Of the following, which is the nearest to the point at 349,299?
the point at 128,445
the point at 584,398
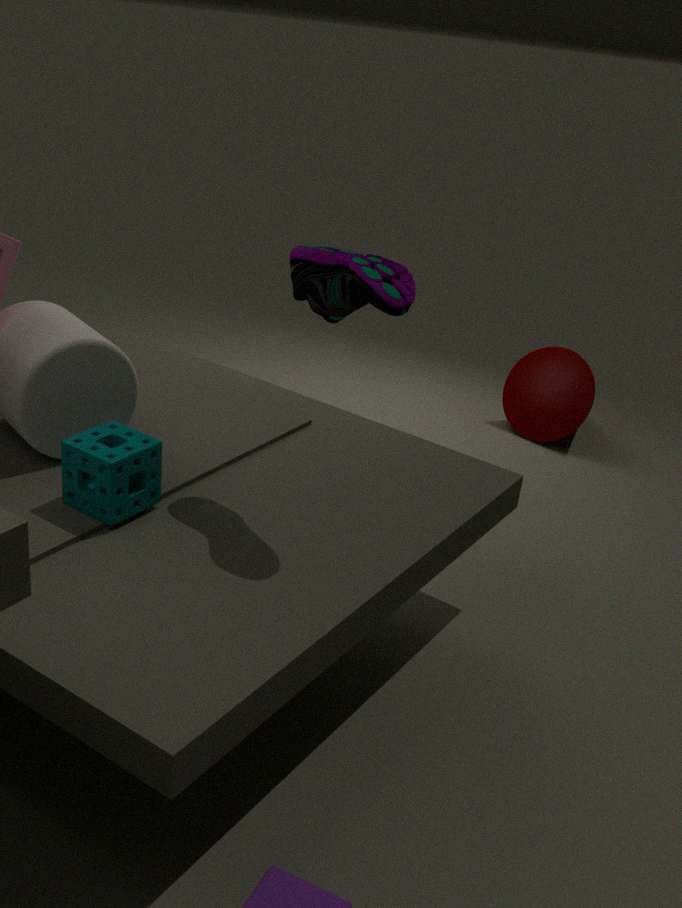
the point at 128,445
